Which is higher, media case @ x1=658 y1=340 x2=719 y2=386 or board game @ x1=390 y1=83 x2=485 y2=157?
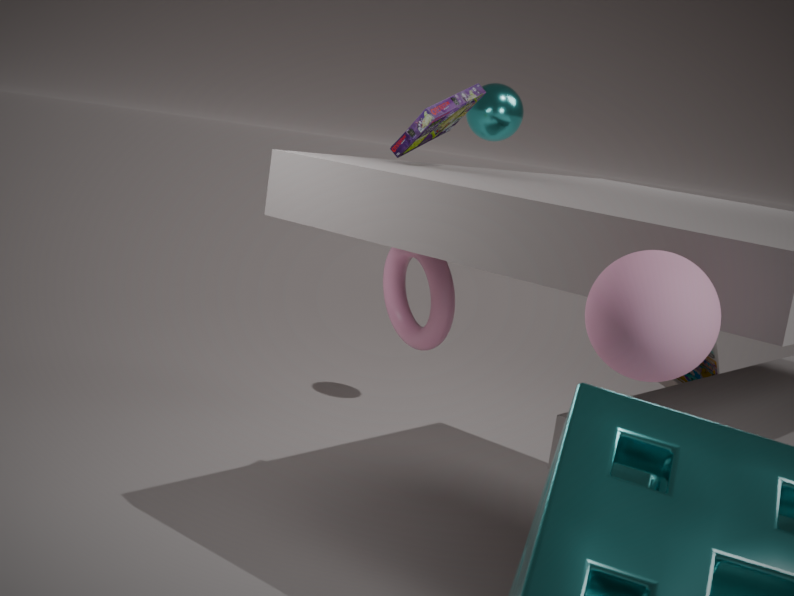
board game @ x1=390 y1=83 x2=485 y2=157
